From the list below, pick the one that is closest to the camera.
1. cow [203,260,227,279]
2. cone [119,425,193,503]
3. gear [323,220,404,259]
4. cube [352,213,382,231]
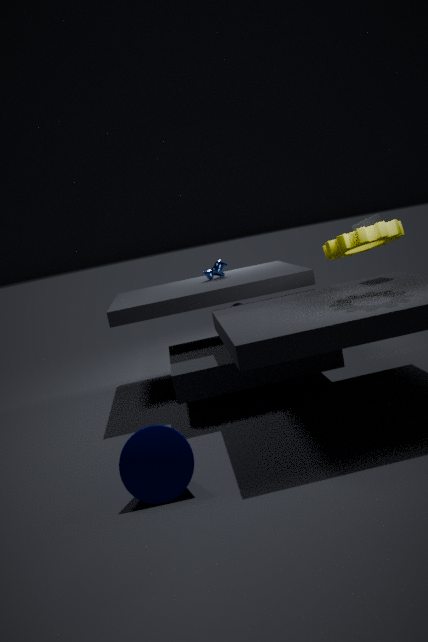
cone [119,425,193,503]
